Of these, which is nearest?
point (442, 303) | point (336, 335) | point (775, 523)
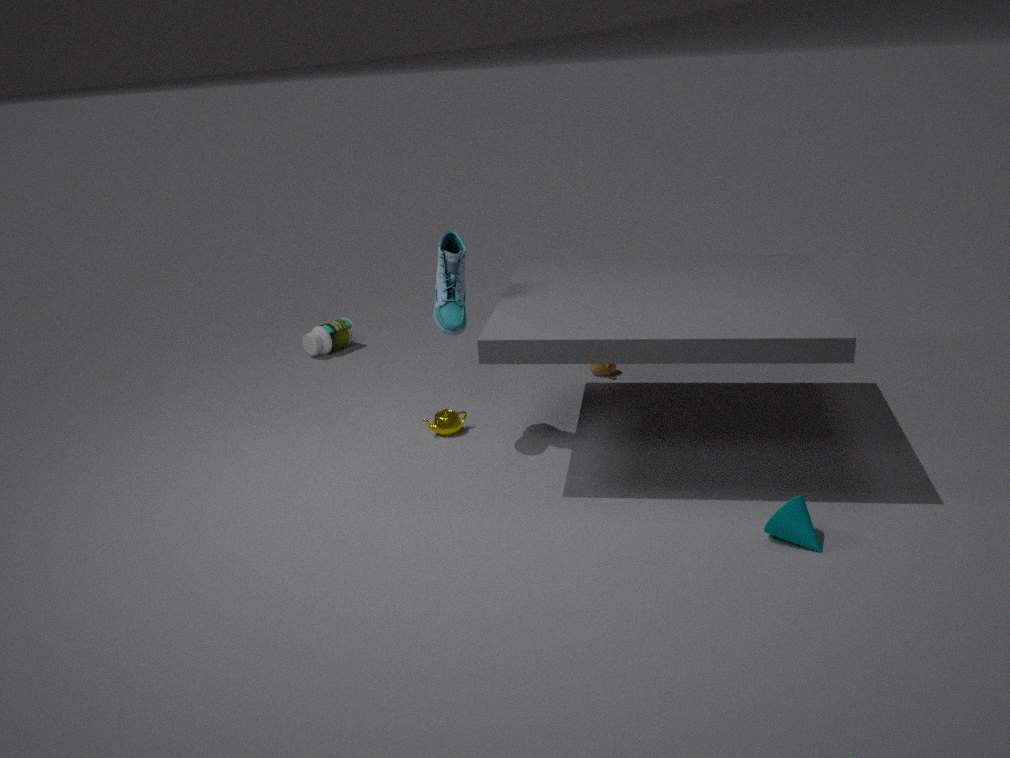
point (775, 523)
